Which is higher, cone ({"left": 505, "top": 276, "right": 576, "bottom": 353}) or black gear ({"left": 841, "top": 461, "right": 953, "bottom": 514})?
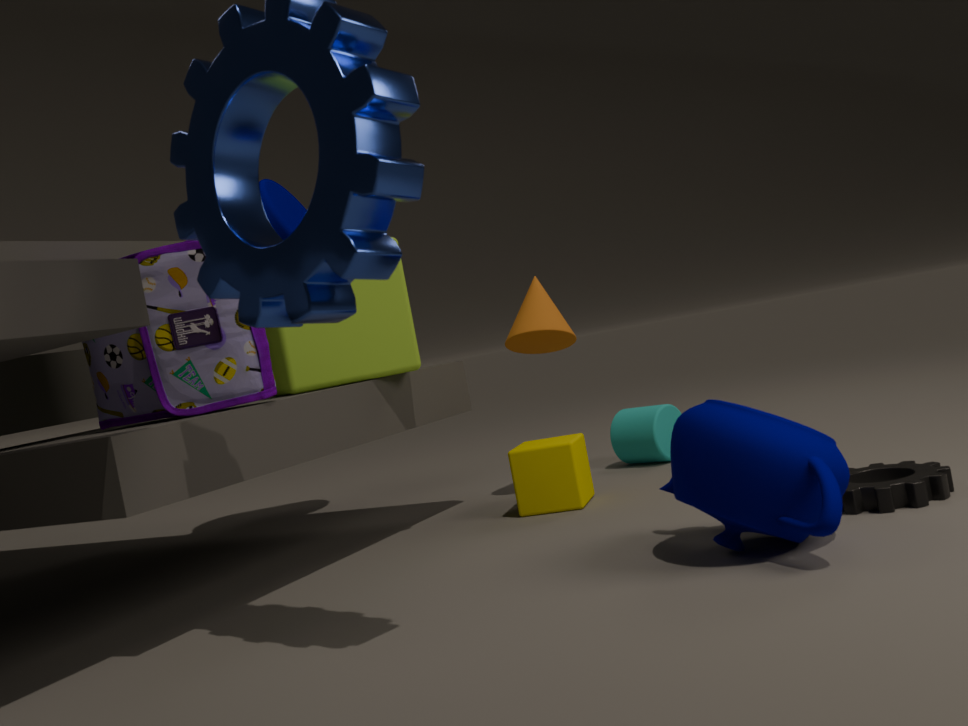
cone ({"left": 505, "top": 276, "right": 576, "bottom": 353})
